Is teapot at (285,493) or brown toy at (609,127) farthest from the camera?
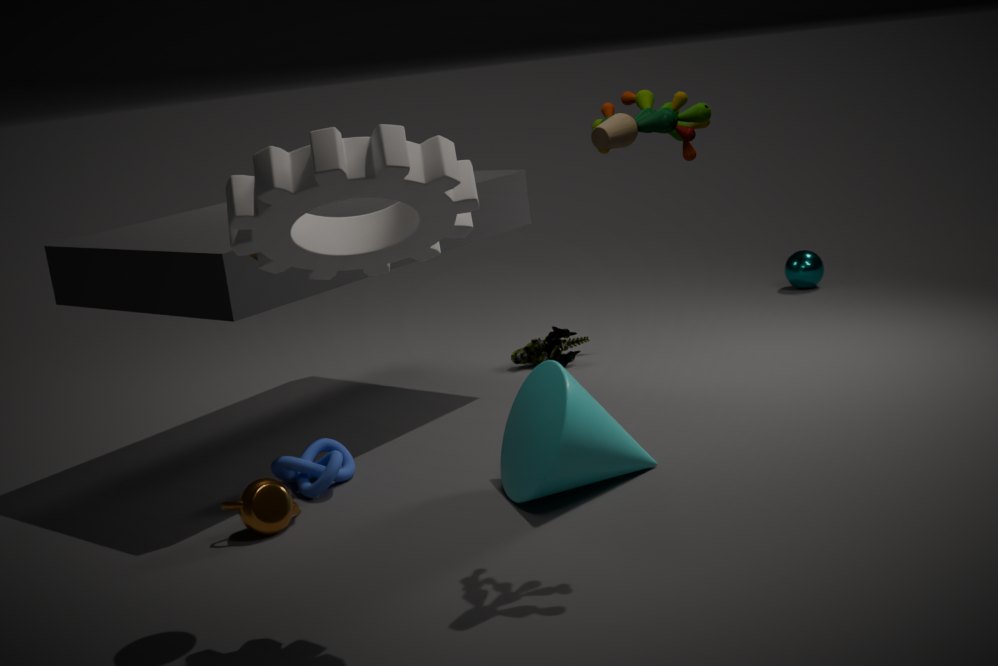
teapot at (285,493)
